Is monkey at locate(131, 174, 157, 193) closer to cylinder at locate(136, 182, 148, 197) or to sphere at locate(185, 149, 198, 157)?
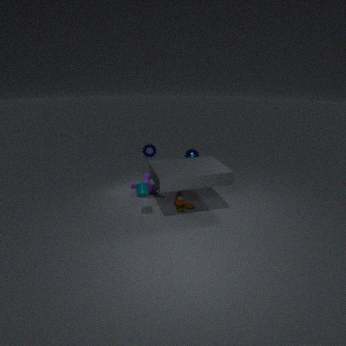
cylinder at locate(136, 182, 148, 197)
